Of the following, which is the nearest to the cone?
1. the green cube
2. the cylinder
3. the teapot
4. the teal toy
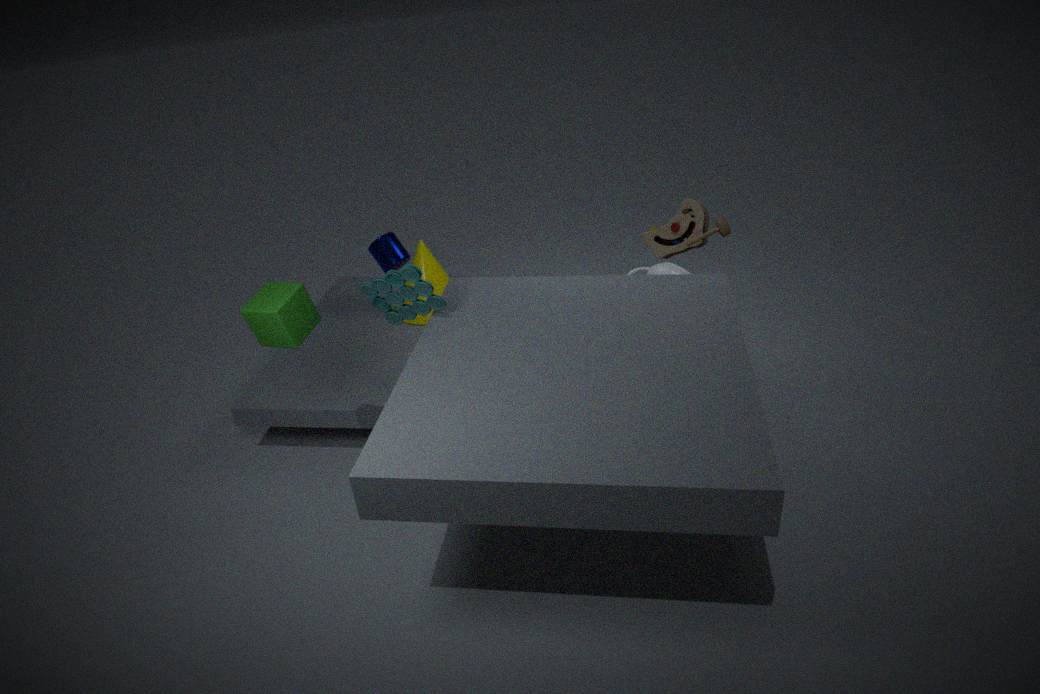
the cylinder
